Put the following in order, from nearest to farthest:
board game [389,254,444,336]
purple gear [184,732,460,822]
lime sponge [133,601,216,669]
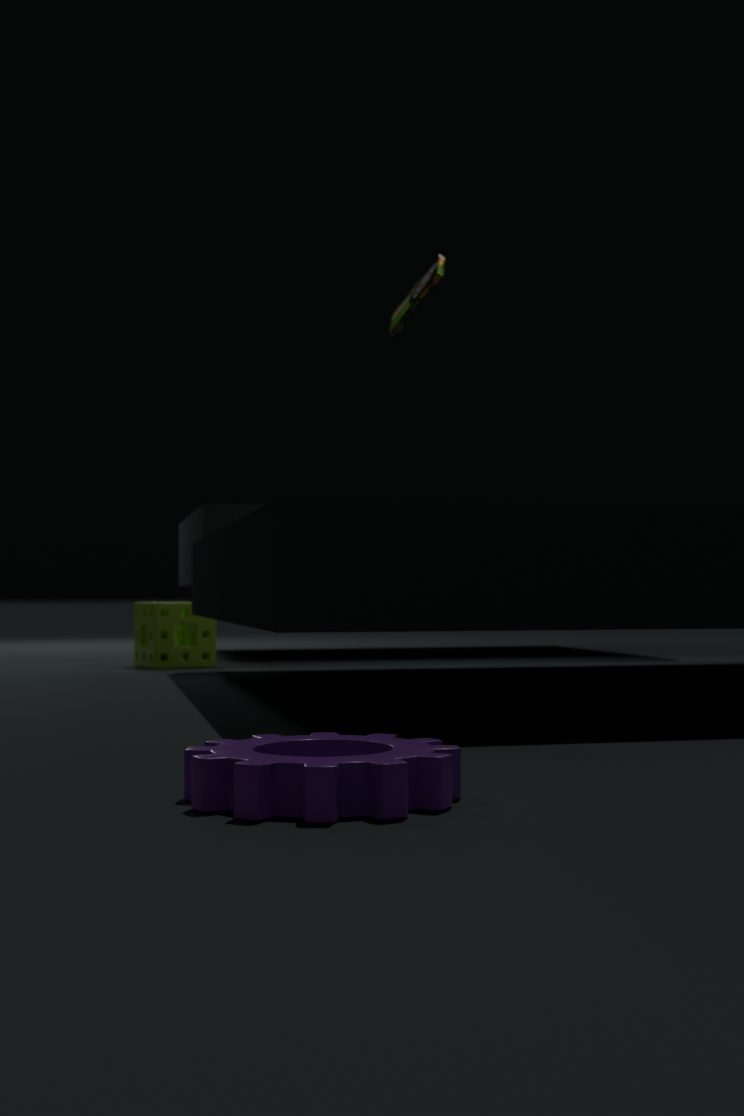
purple gear [184,732,460,822]
lime sponge [133,601,216,669]
board game [389,254,444,336]
